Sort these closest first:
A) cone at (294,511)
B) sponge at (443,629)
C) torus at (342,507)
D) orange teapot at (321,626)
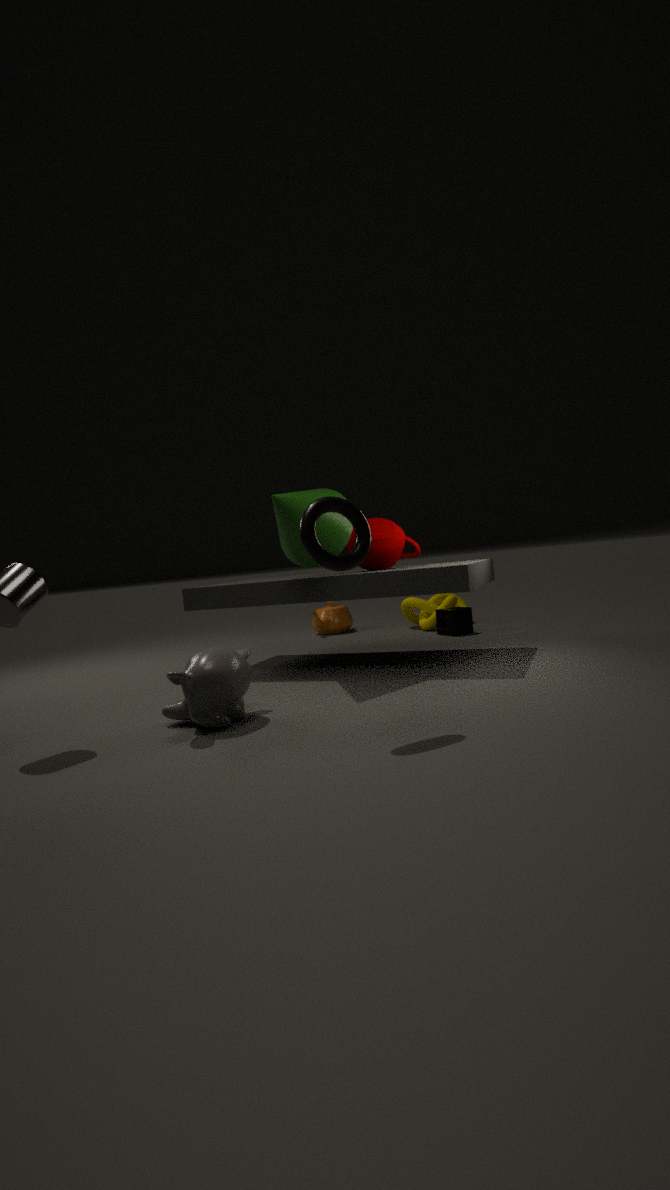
torus at (342,507), cone at (294,511), sponge at (443,629), orange teapot at (321,626)
